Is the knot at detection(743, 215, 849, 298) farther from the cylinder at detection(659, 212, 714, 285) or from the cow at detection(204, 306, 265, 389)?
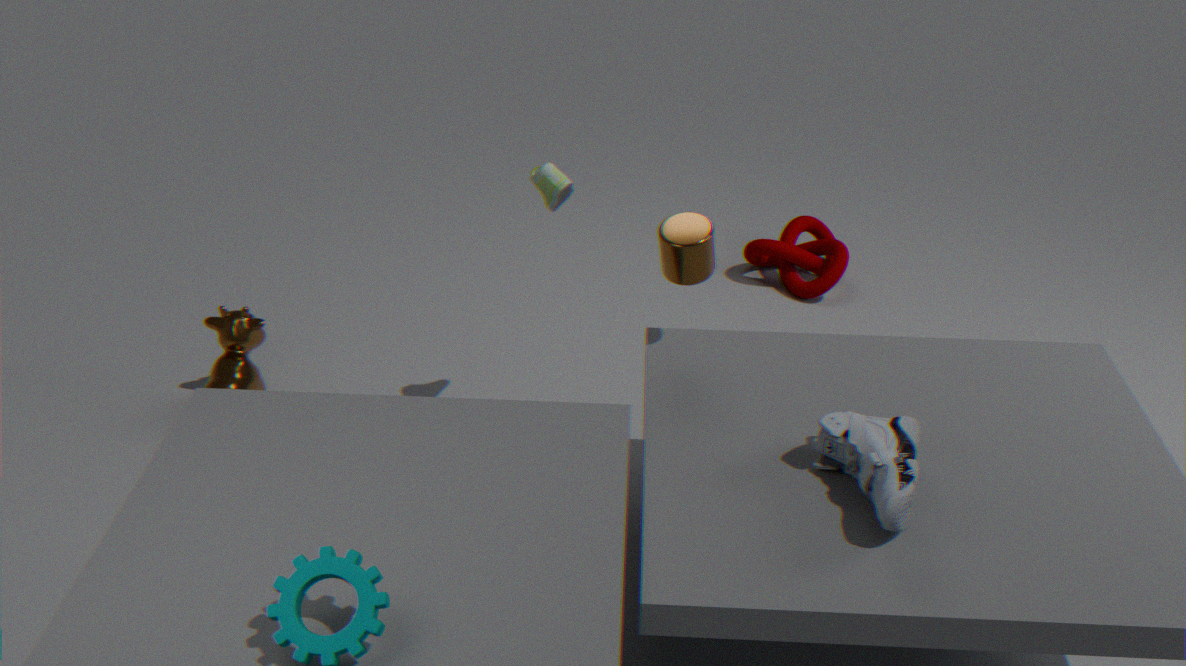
the cow at detection(204, 306, 265, 389)
